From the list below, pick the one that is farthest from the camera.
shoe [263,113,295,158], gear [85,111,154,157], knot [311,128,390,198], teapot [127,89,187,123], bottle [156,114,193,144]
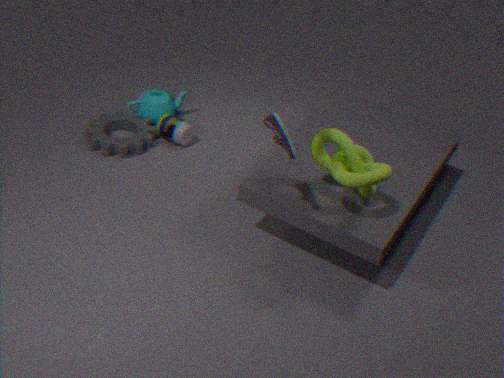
teapot [127,89,187,123]
